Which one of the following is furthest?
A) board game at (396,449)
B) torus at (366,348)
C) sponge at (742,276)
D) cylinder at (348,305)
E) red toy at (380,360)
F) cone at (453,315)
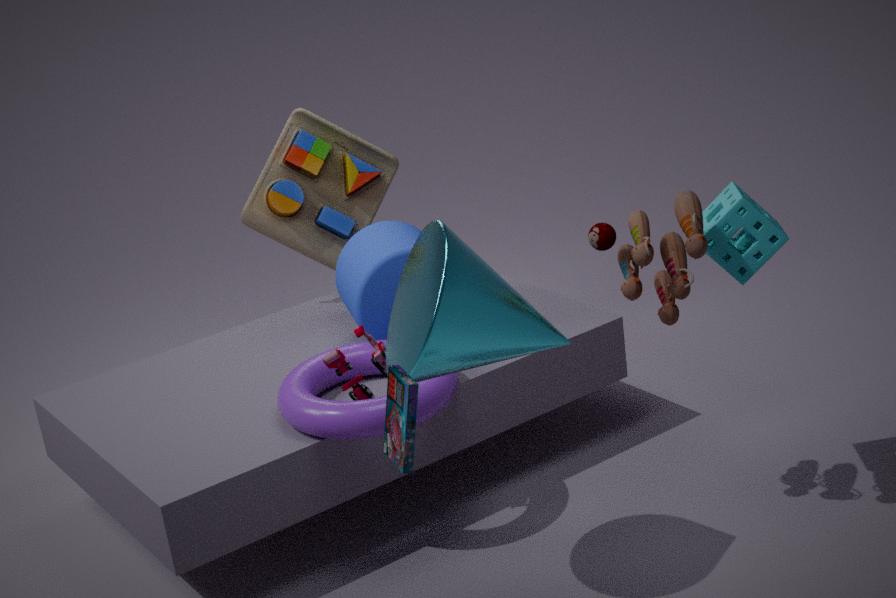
cylinder at (348,305)
